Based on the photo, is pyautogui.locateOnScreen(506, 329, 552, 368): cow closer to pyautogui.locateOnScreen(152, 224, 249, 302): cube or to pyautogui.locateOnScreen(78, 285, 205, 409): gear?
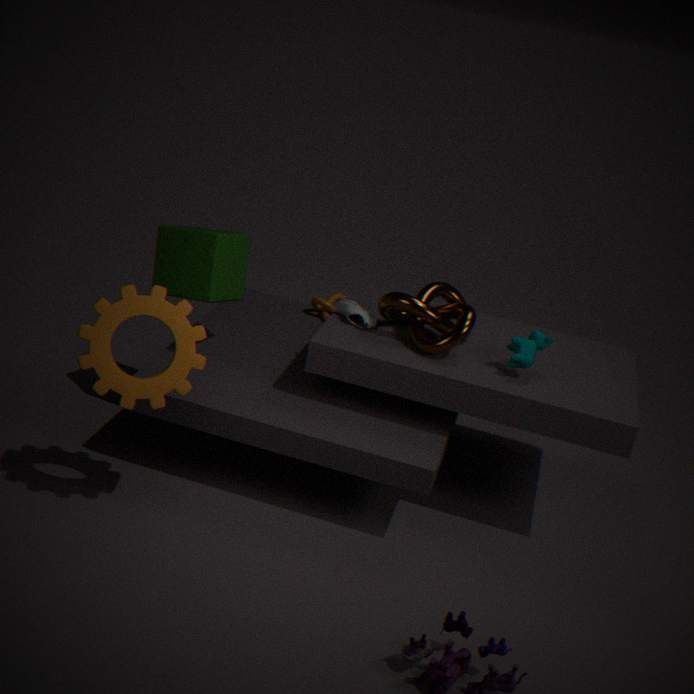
pyautogui.locateOnScreen(152, 224, 249, 302): cube
